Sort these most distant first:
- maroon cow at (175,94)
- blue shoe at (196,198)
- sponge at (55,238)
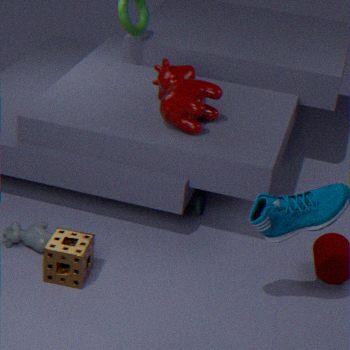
1. blue shoe at (196,198)
2. maroon cow at (175,94)
3. sponge at (55,238)
